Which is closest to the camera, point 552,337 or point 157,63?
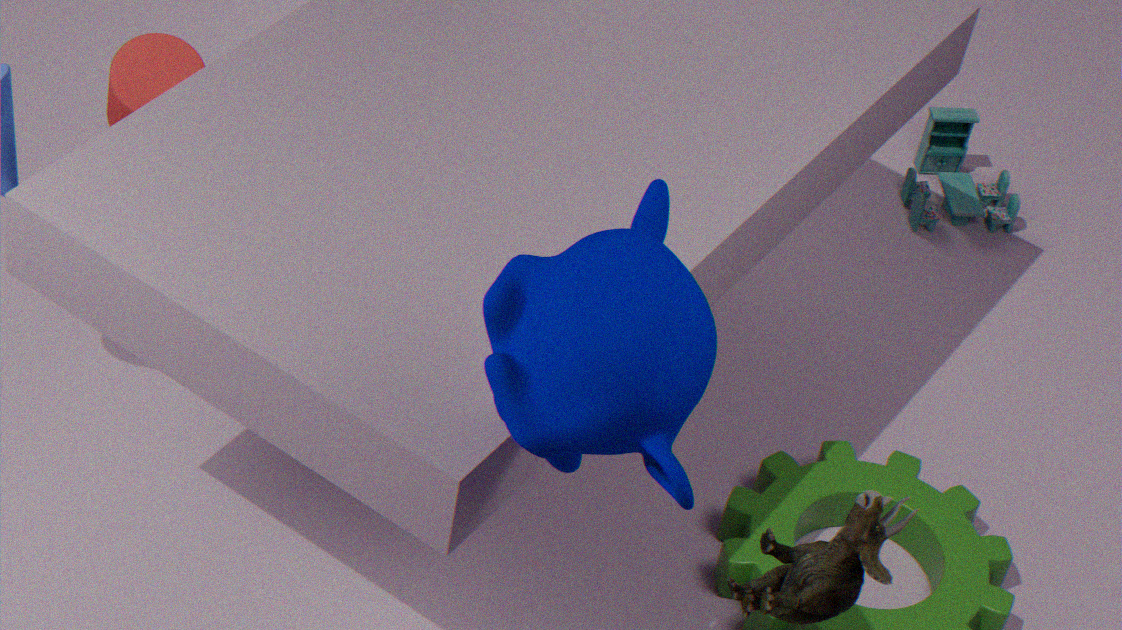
point 552,337
